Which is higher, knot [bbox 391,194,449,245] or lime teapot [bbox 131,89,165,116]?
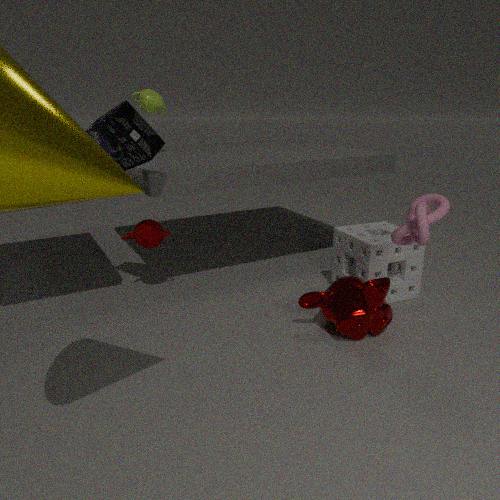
lime teapot [bbox 131,89,165,116]
